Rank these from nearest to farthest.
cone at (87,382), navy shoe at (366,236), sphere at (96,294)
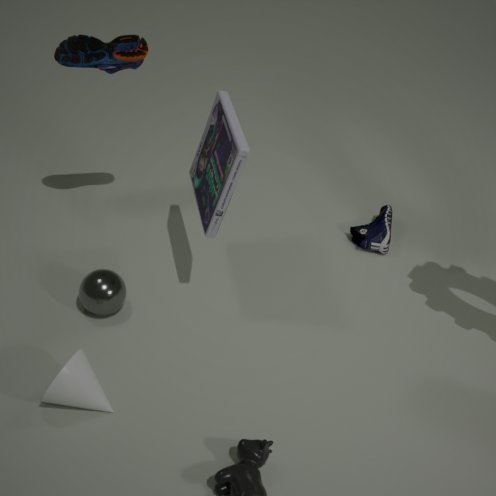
cone at (87,382) < sphere at (96,294) < navy shoe at (366,236)
